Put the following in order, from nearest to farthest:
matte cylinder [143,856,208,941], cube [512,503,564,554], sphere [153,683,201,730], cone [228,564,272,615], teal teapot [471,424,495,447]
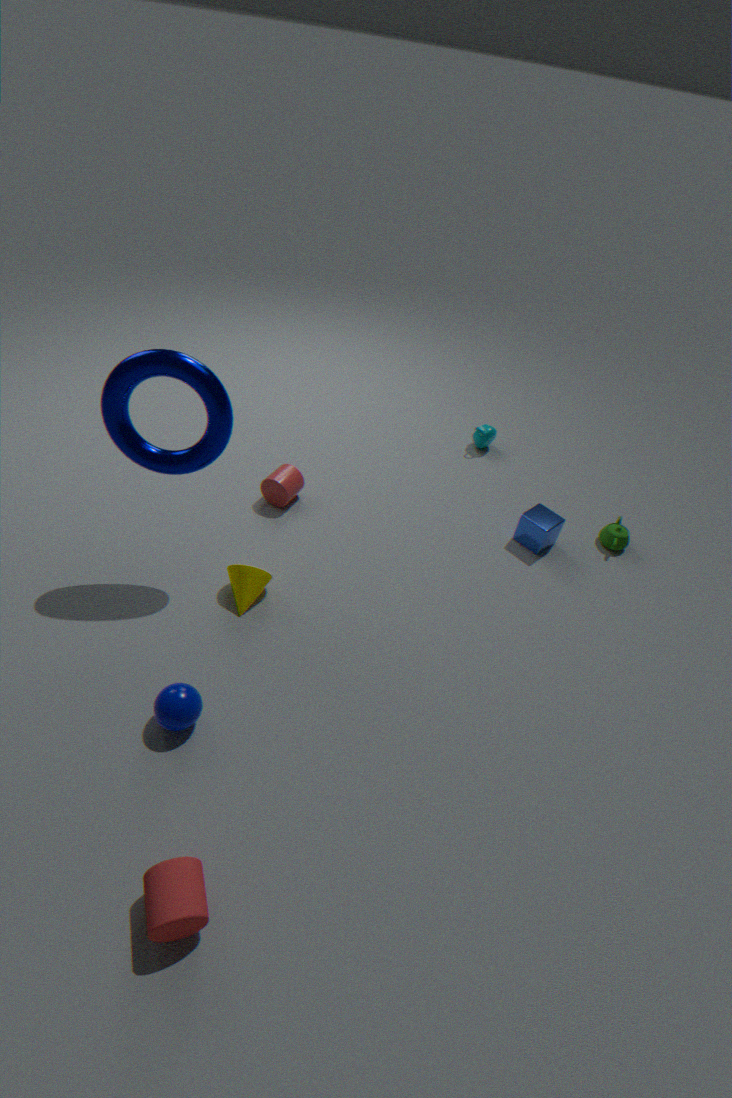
matte cylinder [143,856,208,941] < sphere [153,683,201,730] < cone [228,564,272,615] < cube [512,503,564,554] < teal teapot [471,424,495,447]
